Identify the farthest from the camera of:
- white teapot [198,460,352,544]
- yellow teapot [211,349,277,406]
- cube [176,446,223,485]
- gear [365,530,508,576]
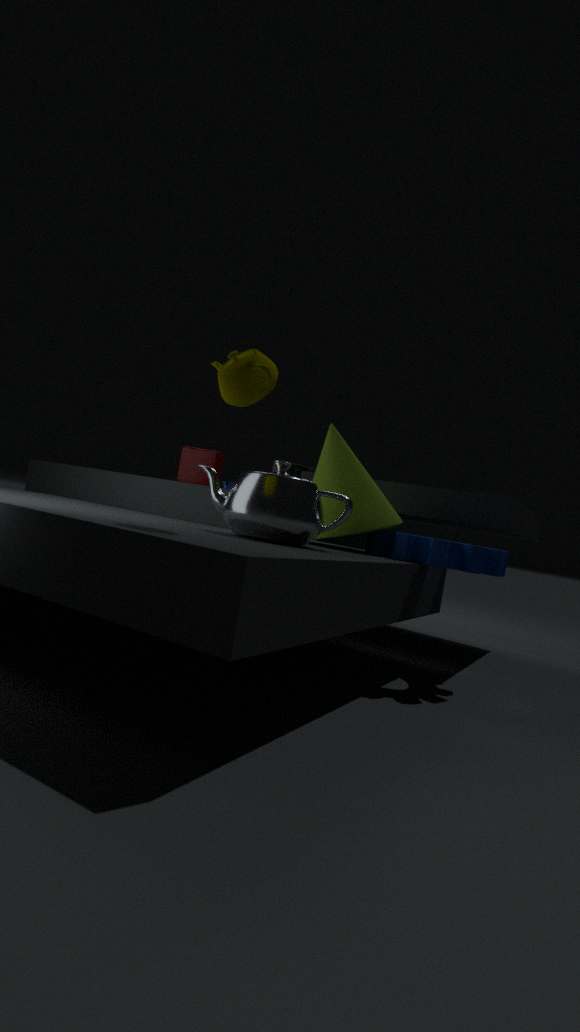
cube [176,446,223,485]
